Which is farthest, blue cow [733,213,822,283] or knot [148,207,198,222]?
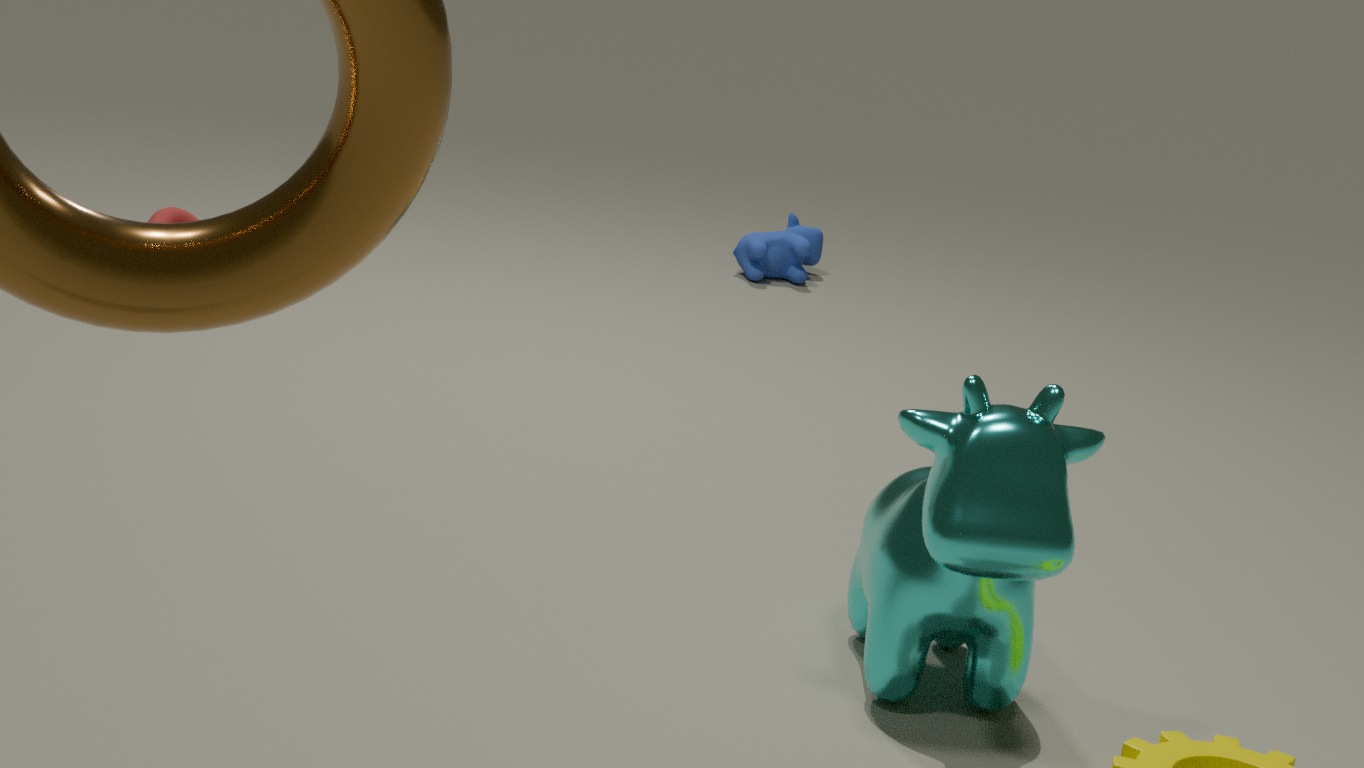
blue cow [733,213,822,283]
